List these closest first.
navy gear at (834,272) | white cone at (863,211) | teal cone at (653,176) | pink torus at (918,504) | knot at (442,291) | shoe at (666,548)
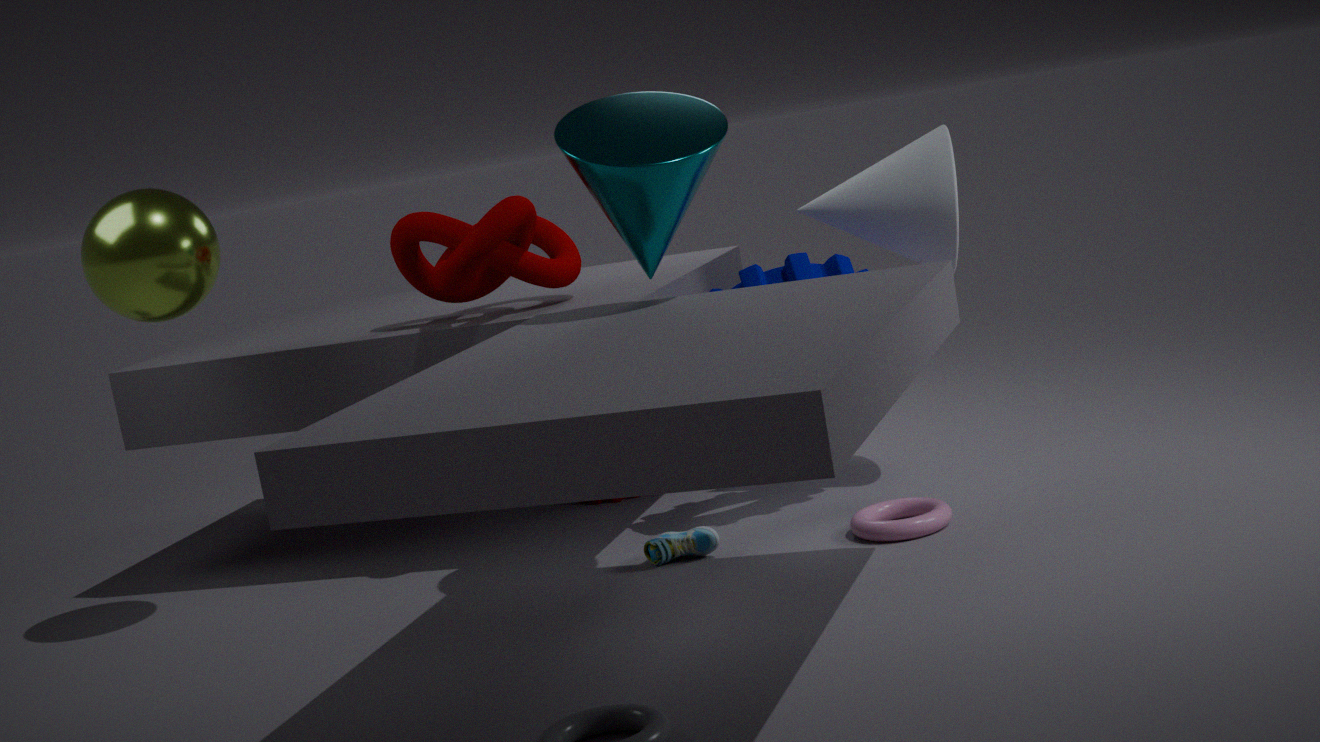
teal cone at (653,176)
pink torus at (918,504)
shoe at (666,548)
knot at (442,291)
navy gear at (834,272)
white cone at (863,211)
